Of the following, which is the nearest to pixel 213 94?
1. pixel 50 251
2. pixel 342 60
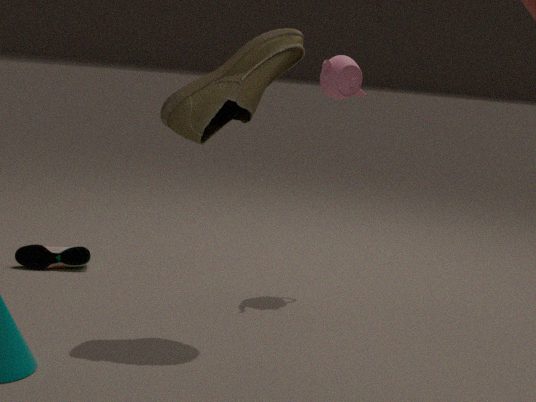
pixel 342 60
